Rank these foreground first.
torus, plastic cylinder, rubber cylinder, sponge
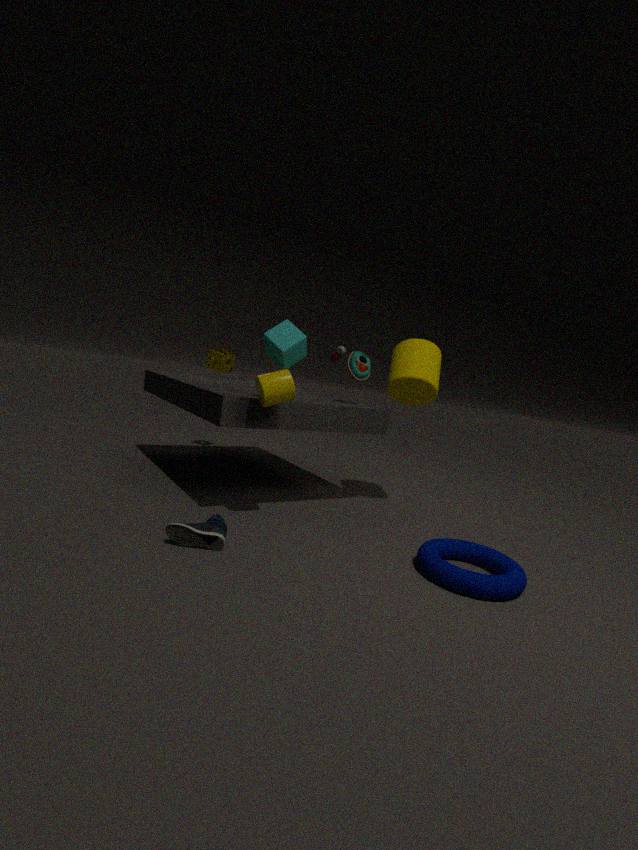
torus, plastic cylinder, rubber cylinder, sponge
